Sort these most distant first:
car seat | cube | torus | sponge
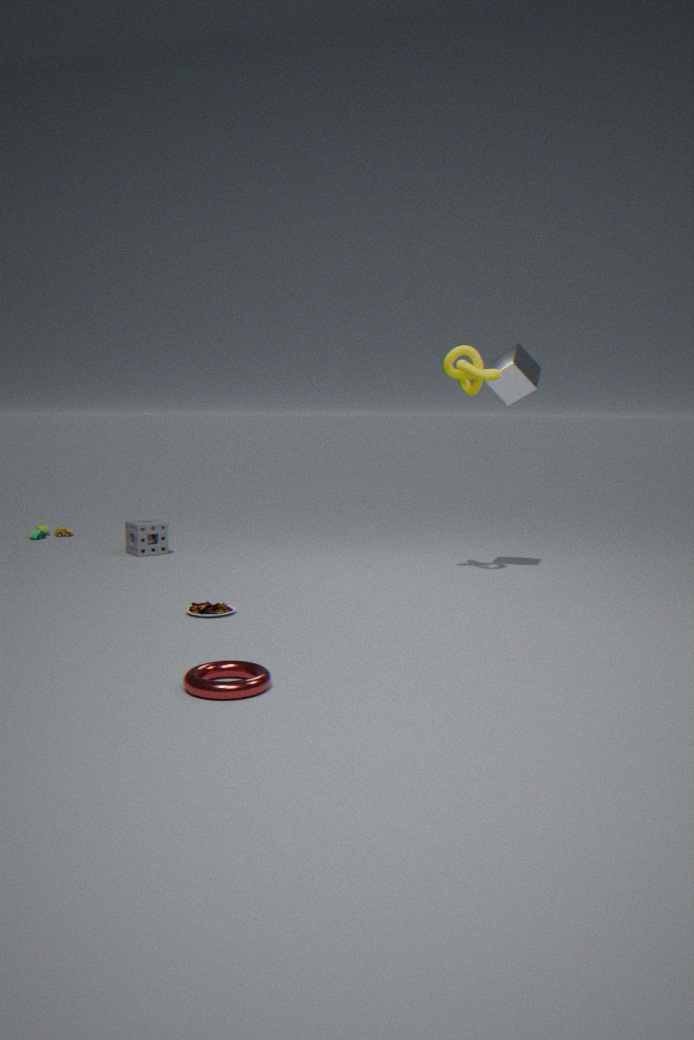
sponge
cube
car seat
torus
